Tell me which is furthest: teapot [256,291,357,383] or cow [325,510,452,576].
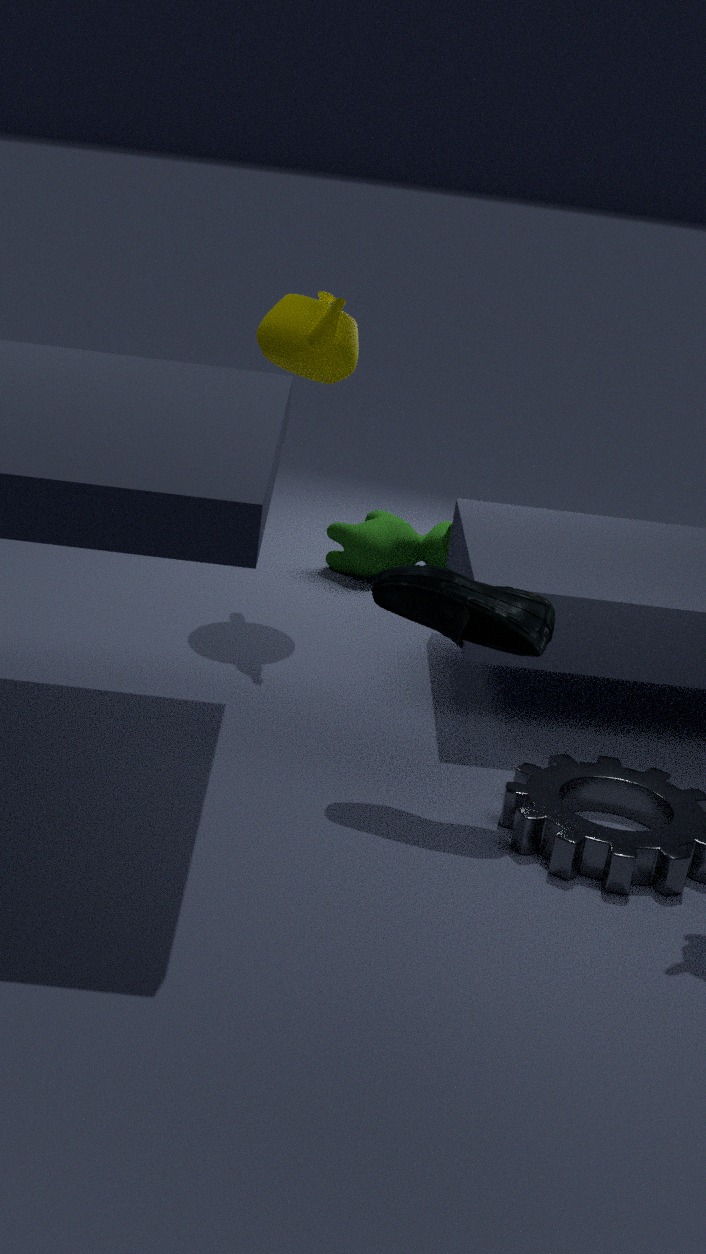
cow [325,510,452,576]
